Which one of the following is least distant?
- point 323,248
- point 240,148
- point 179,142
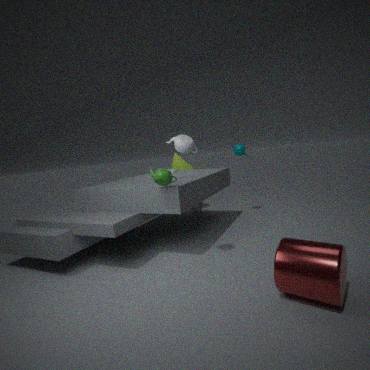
point 323,248
